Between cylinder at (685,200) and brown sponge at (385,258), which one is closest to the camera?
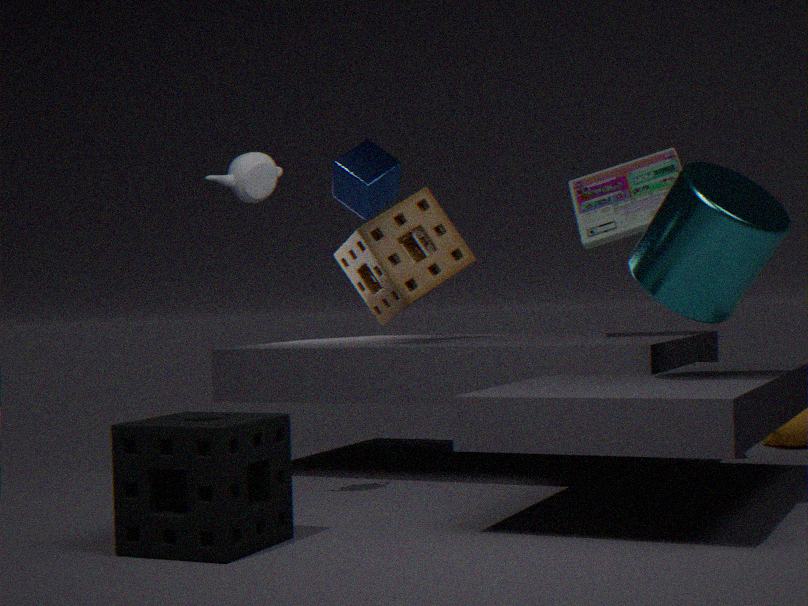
cylinder at (685,200)
